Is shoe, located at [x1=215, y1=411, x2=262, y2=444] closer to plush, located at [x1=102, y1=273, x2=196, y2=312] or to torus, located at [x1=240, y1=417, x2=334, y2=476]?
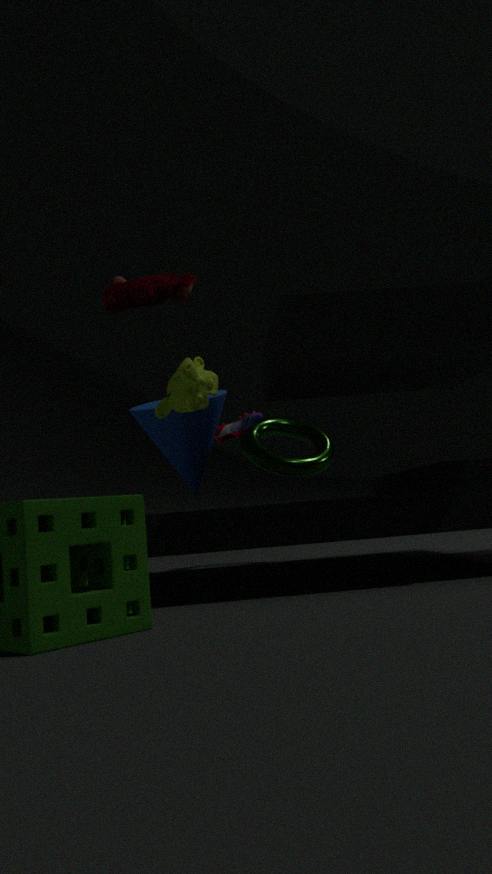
torus, located at [x1=240, y1=417, x2=334, y2=476]
